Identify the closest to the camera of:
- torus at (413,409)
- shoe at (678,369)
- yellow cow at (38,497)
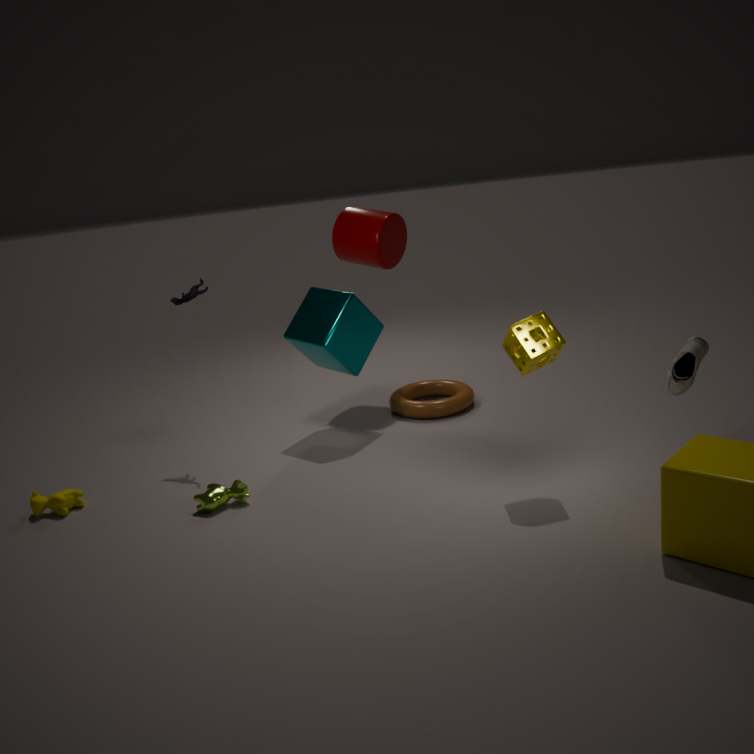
shoe at (678,369)
